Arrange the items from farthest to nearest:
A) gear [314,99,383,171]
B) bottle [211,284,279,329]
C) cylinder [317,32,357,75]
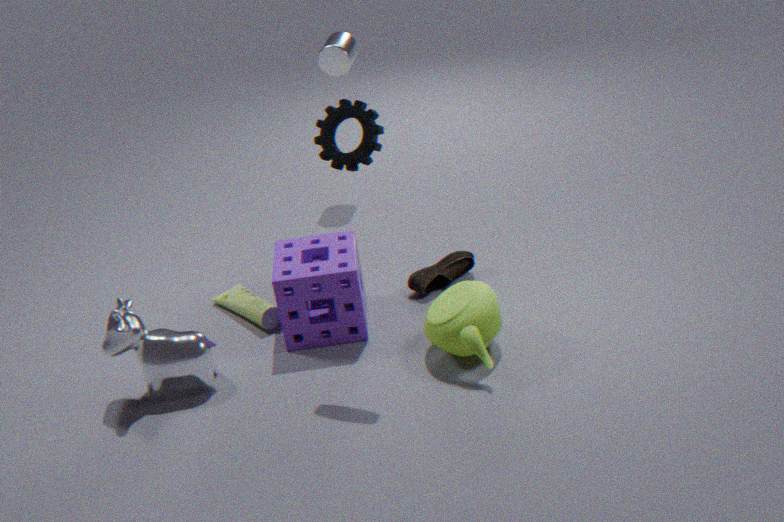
cylinder [317,32,357,75]
bottle [211,284,279,329]
gear [314,99,383,171]
